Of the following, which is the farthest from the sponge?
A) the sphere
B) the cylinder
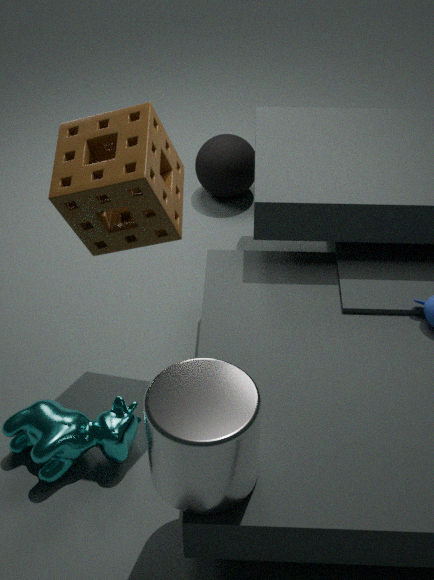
the sphere
